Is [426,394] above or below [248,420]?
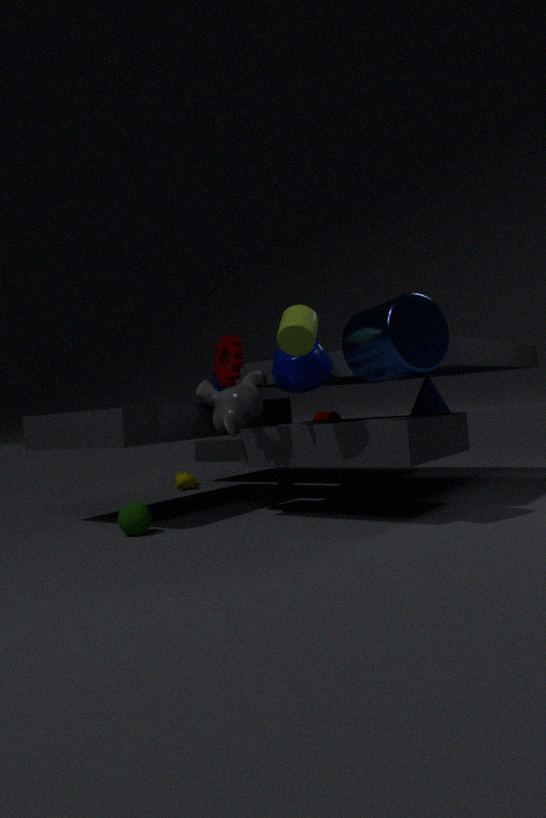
below
